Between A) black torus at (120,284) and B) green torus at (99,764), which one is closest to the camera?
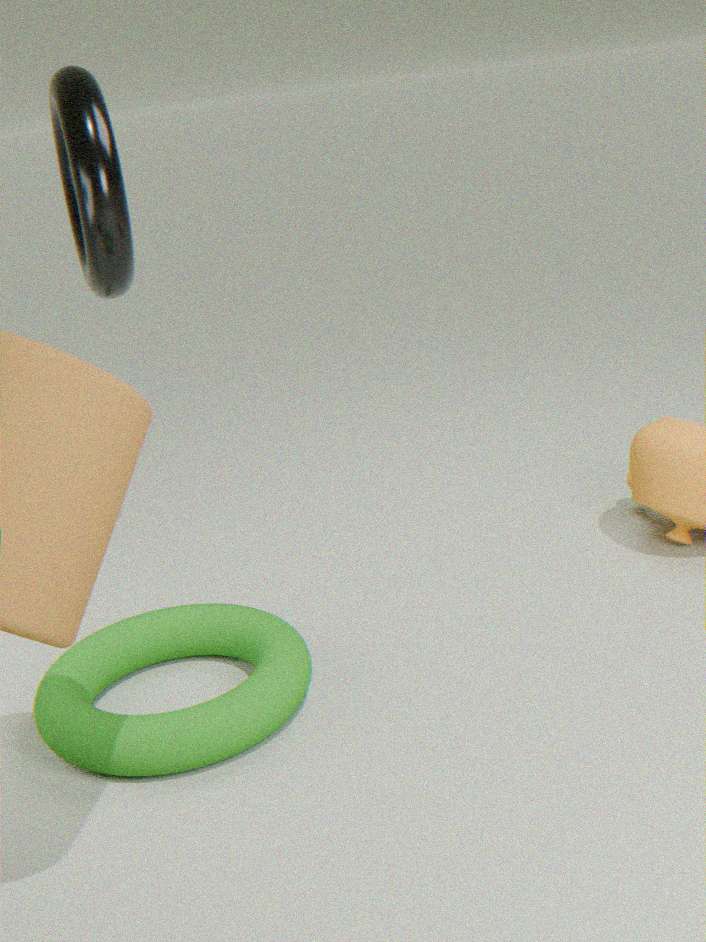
B. green torus at (99,764)
